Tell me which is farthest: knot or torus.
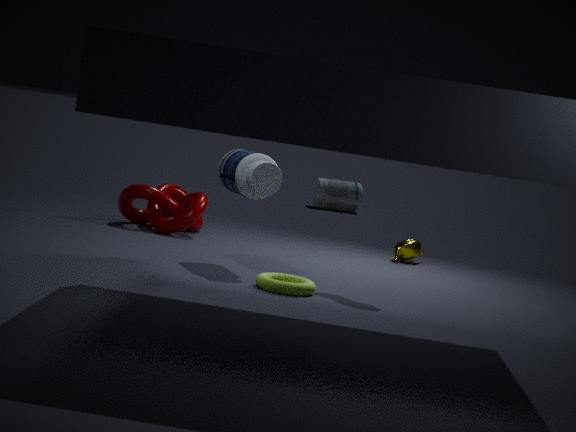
knot
